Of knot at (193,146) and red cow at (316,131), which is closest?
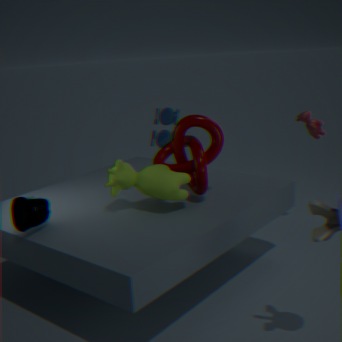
knot at (193,146)
